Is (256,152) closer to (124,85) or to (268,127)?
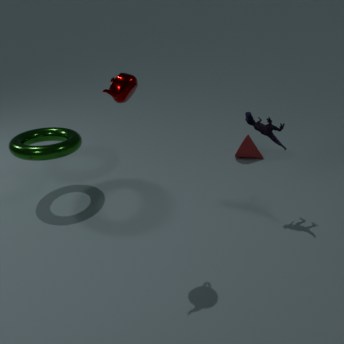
(268,127)
